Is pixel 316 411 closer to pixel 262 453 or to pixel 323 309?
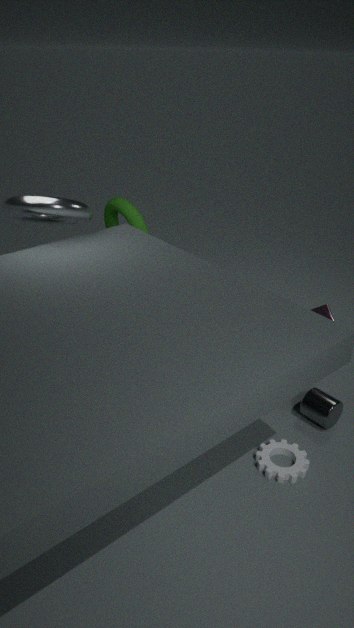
pixel 262 453
